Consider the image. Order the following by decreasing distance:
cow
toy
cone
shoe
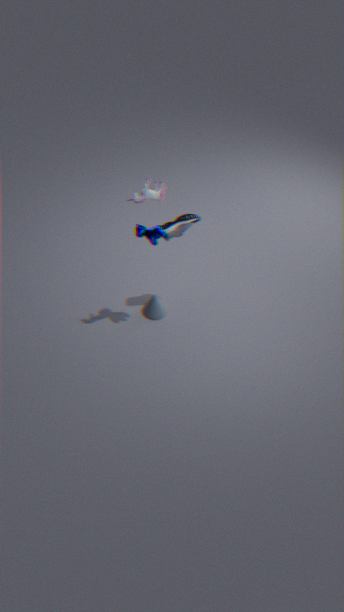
cone, shoe, cow, toy
